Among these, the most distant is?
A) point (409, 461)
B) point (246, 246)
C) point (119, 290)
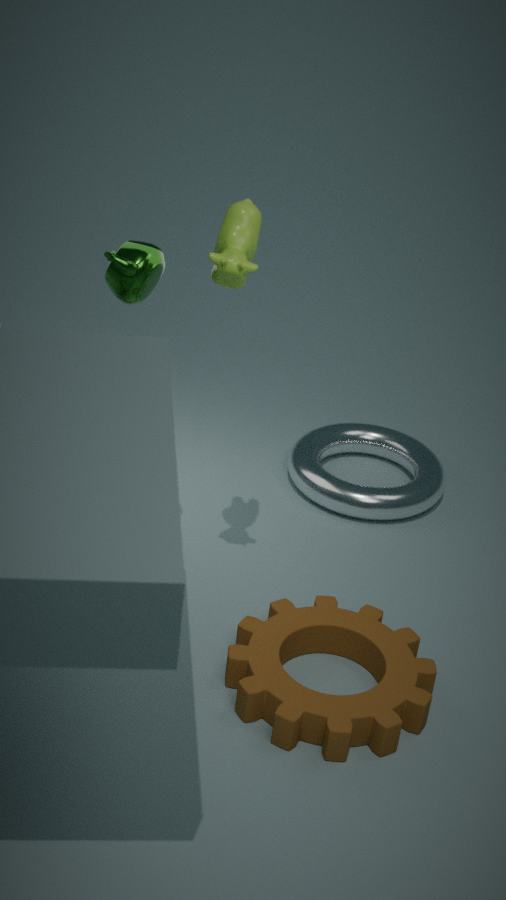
point (409, 461)
